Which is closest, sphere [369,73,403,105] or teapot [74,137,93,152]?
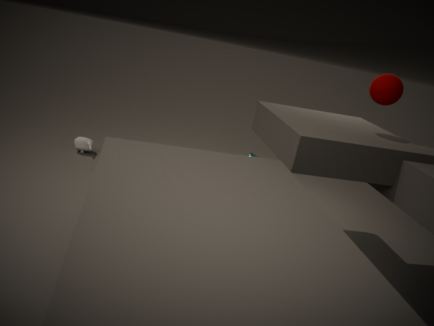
sphere [369,73,403,105]
